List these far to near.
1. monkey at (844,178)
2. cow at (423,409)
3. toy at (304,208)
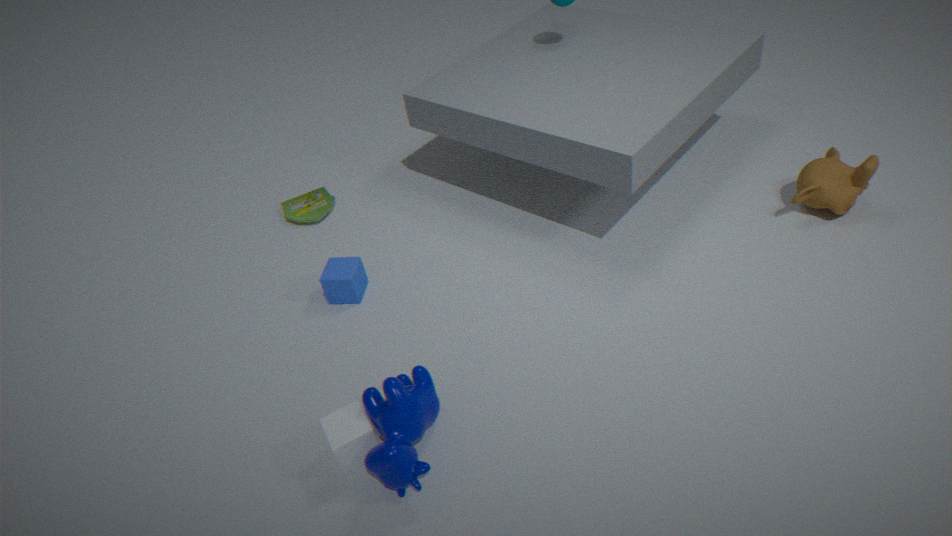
toy at (304,208), monkey at (844,178), cow at (423,409)
